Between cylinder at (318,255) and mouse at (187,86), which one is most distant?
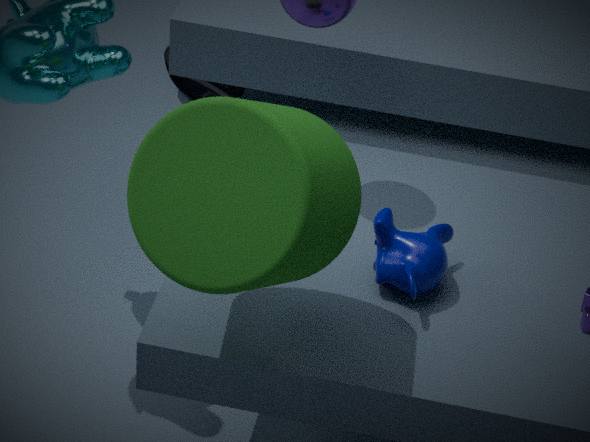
mouse at (187,86)
